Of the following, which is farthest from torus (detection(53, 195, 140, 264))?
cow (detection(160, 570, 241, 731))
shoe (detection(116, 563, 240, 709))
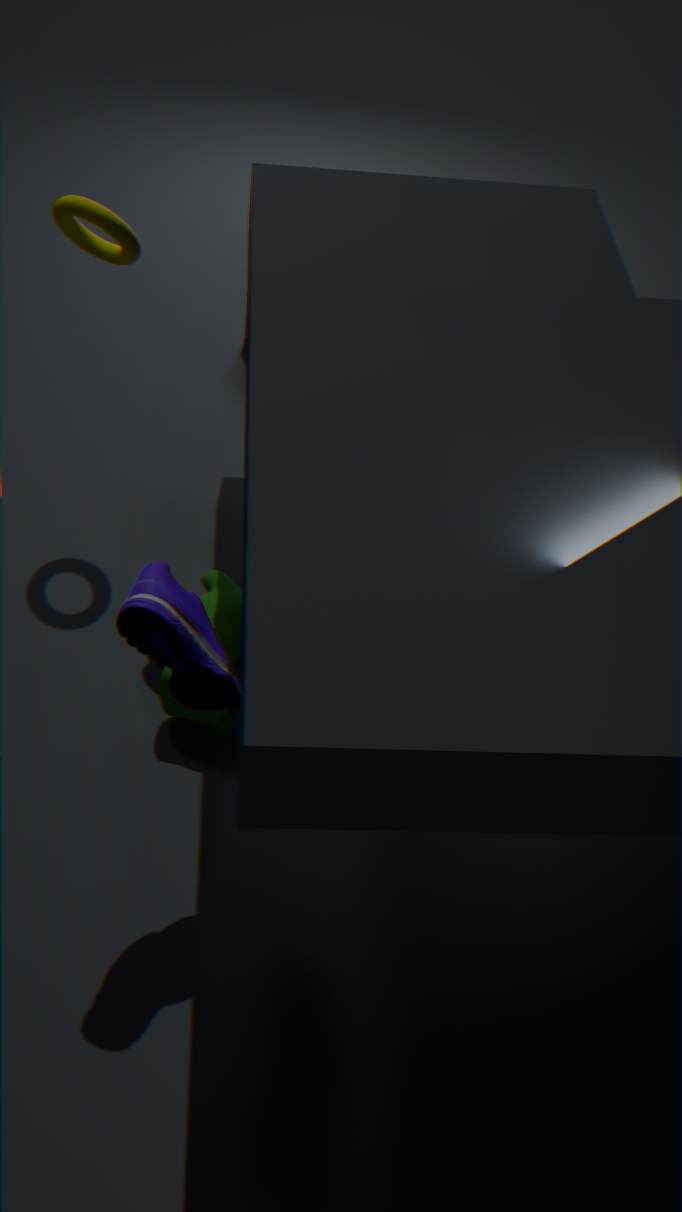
shoe (detection(116, 563, 240, 709))
